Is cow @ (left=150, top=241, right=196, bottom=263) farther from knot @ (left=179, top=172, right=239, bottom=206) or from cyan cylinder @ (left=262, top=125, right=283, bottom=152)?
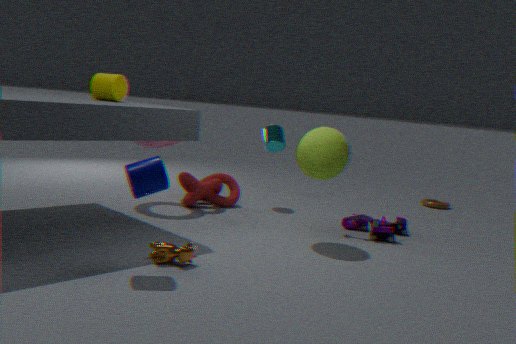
cyan cylinder @ (left=262, top=125, right=283, bottom=152)
